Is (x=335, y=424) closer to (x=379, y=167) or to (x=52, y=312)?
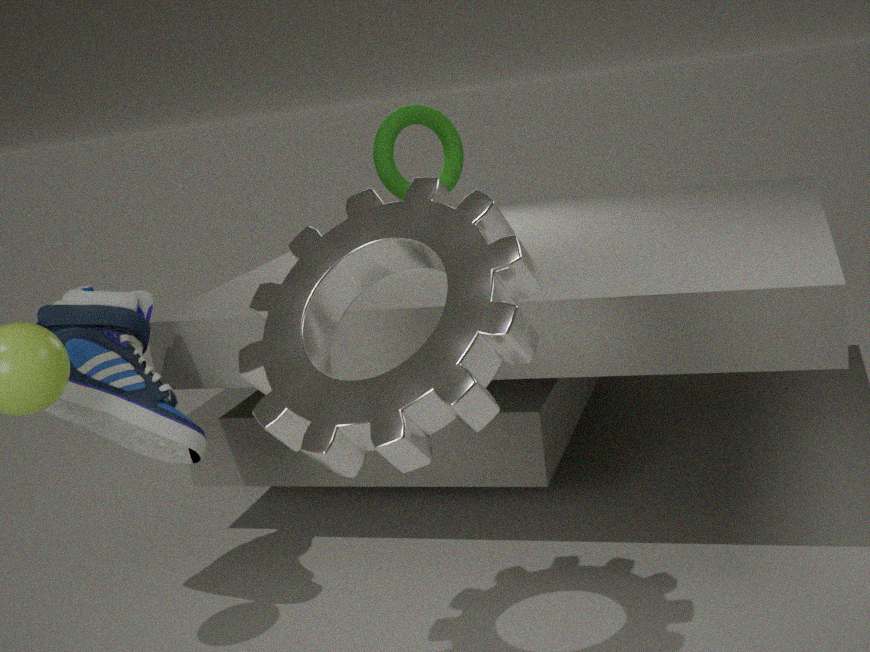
(x=52, y=312)
